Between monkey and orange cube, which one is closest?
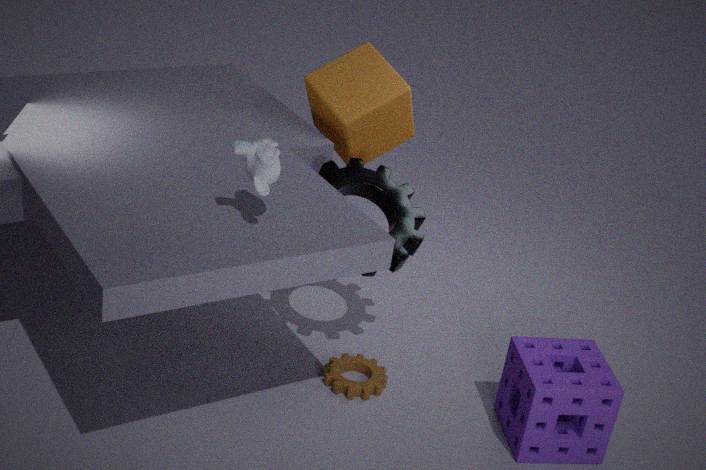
monkey
